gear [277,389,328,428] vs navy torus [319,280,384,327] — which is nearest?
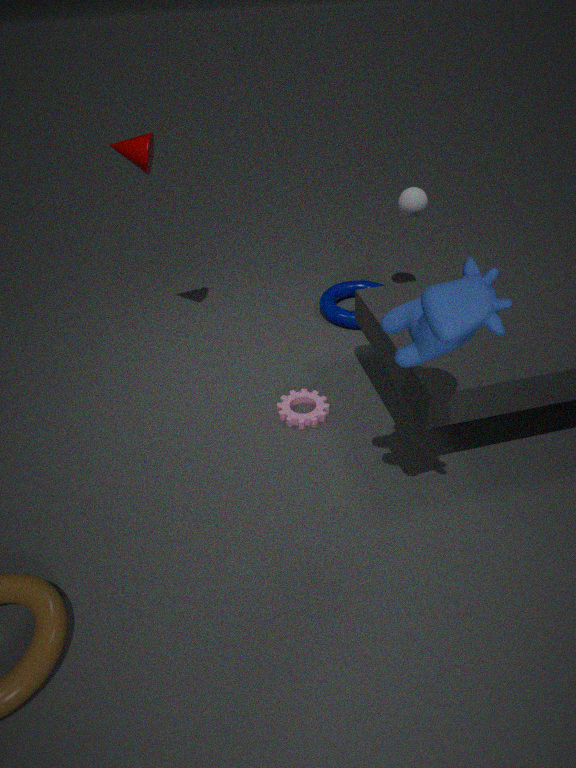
gear [277,389,328,428]
